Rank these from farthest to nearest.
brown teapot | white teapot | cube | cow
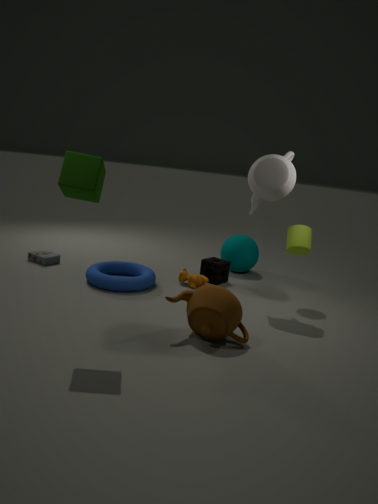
cow < white teapot < brown teapot < cube
